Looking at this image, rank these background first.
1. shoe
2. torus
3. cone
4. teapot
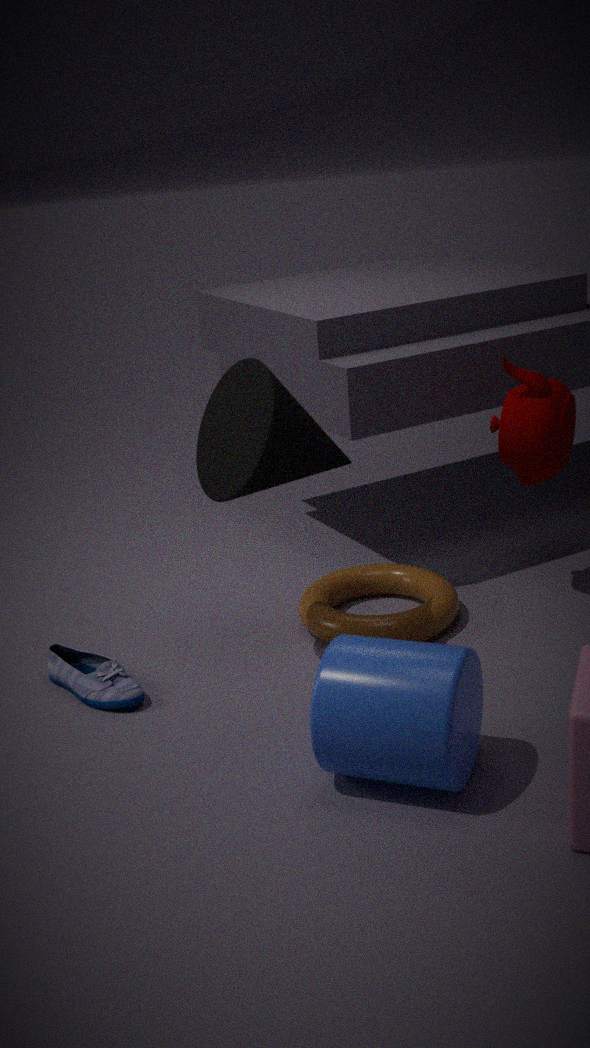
1. teapot
2. torus
3. shoe
4. cone
